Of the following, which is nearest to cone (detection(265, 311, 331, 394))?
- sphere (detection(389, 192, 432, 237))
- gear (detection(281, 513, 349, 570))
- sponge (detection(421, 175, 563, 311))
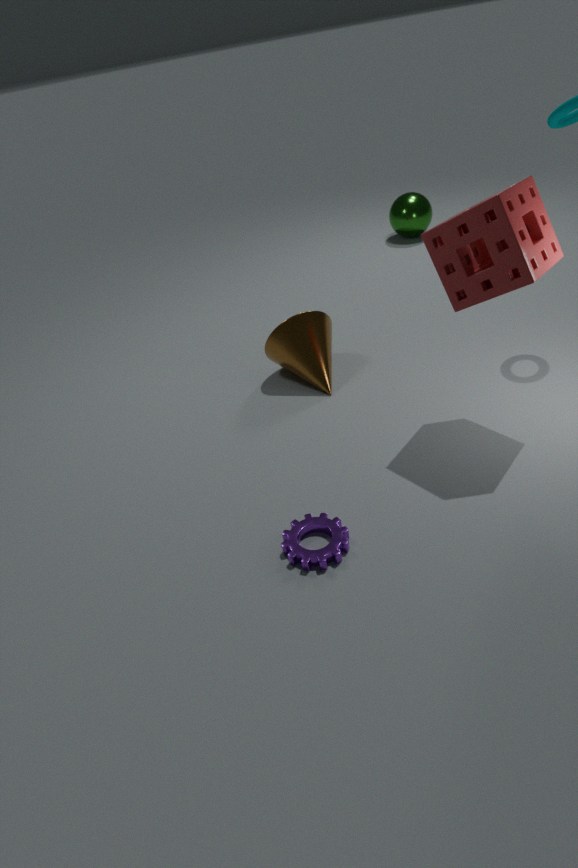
sponge (detection(421, 175, 563, 311))
